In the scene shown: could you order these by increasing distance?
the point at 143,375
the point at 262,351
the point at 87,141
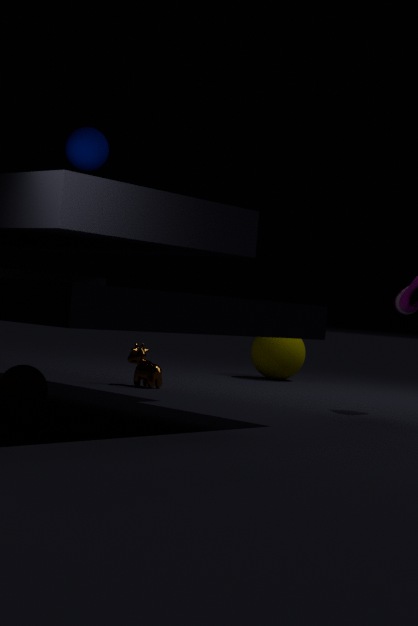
1. the point at 87,141
2. the point at 143,375
3. the point at 262,351
